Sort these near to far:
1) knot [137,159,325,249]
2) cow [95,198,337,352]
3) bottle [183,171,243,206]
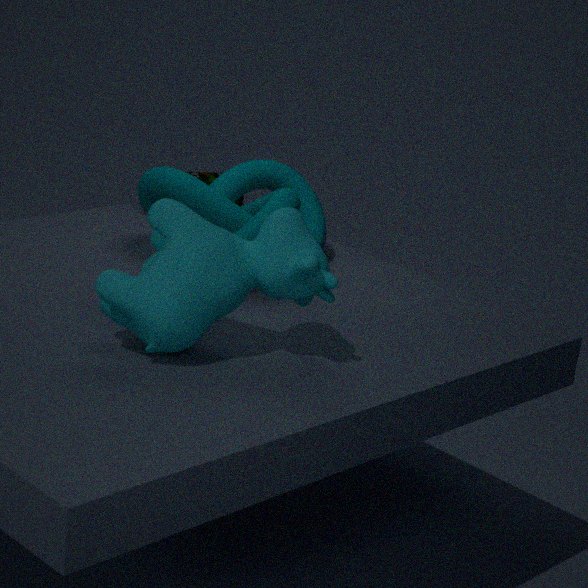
2. cow [95,198,337,352] → 1. knot [137,159,325,249] → 3. bottle [183,171,243,206]
